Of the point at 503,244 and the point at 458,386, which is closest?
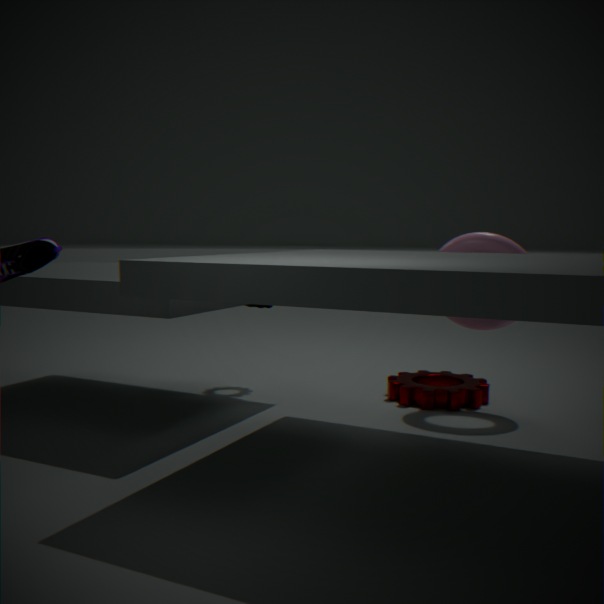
the point at 503,244
